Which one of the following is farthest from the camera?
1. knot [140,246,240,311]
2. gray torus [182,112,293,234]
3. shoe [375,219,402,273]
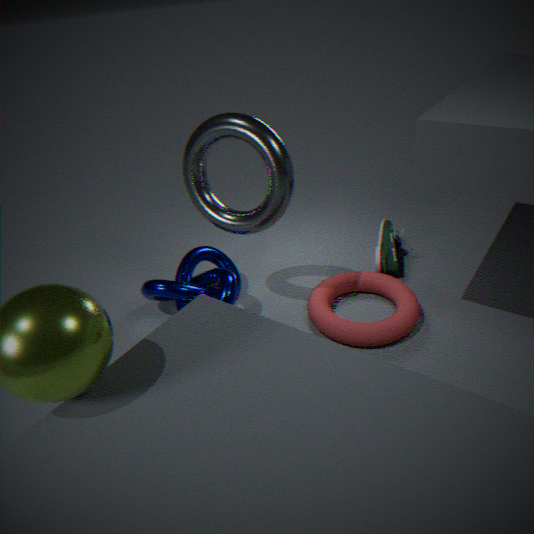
shoe [375,219,402,273]
